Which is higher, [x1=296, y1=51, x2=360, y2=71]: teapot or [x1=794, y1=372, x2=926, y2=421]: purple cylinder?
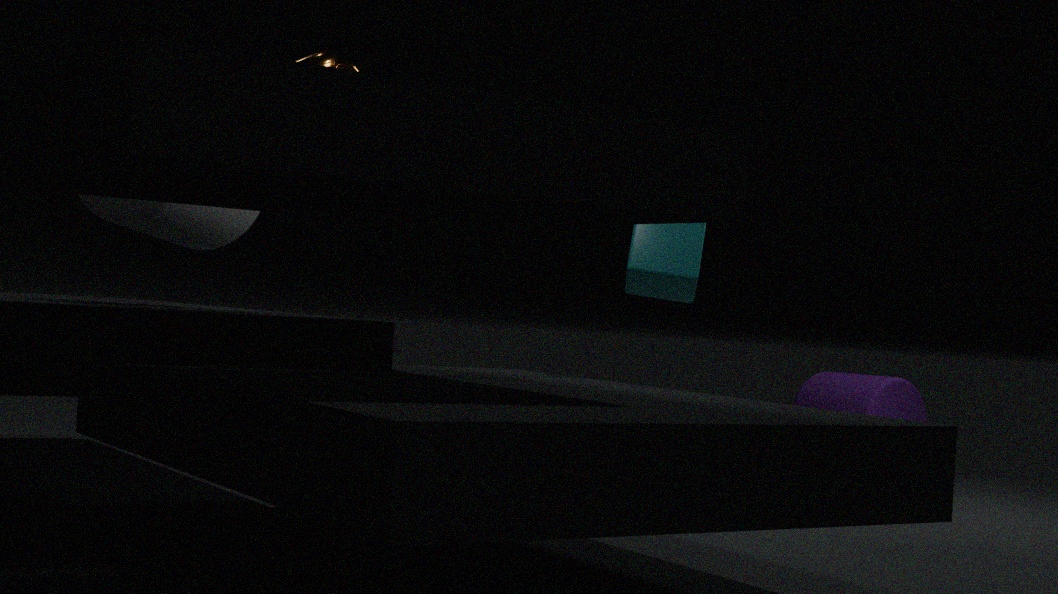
[x1=296, y1=51, x2=360, y2=71]: teapot
